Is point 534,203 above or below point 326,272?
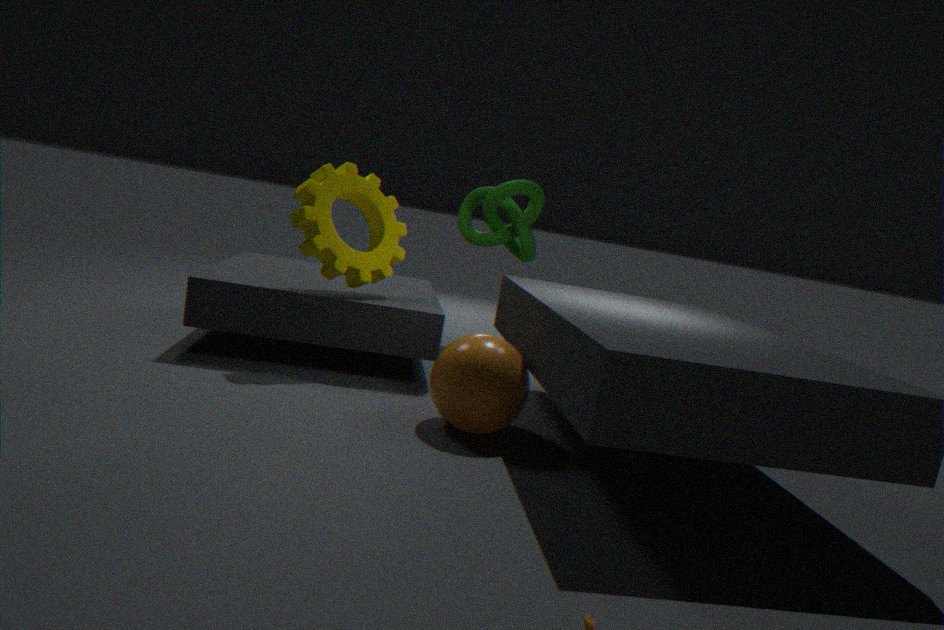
above
